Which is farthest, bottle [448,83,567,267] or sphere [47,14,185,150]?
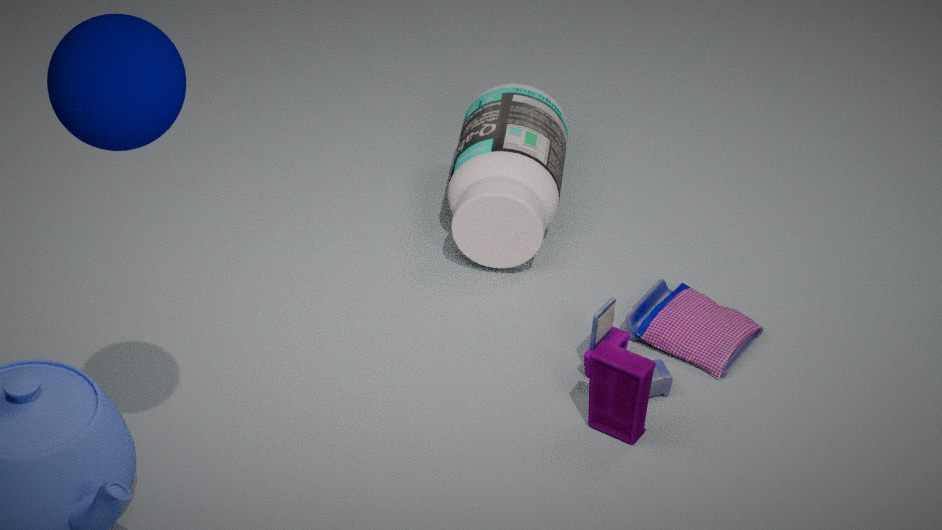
bottle [448,83,567,267]
